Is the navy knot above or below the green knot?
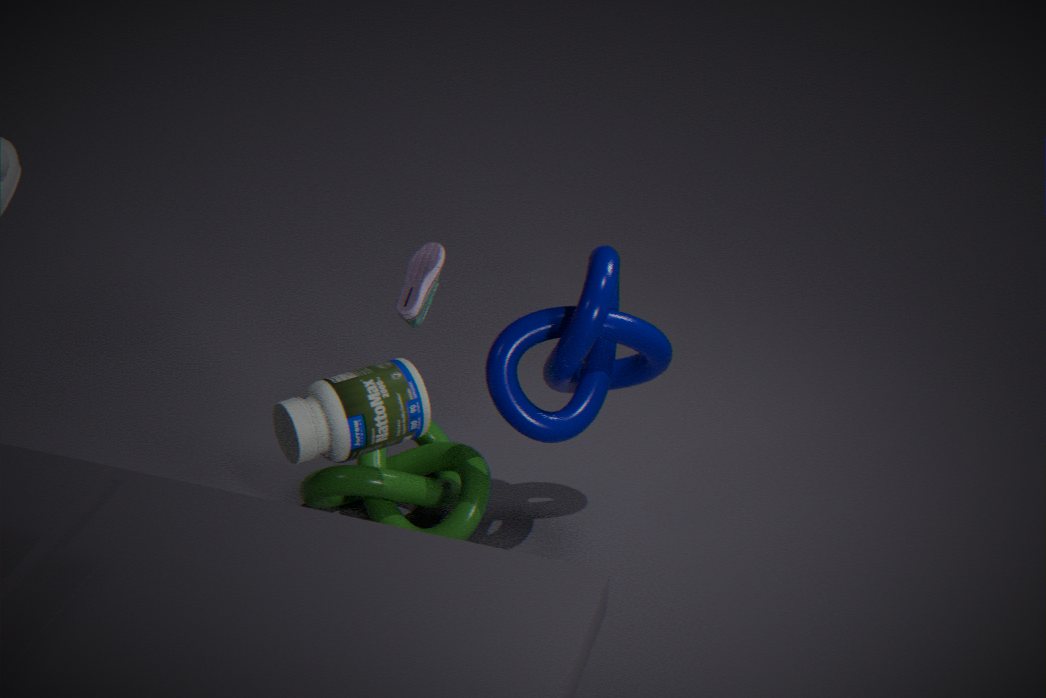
above
